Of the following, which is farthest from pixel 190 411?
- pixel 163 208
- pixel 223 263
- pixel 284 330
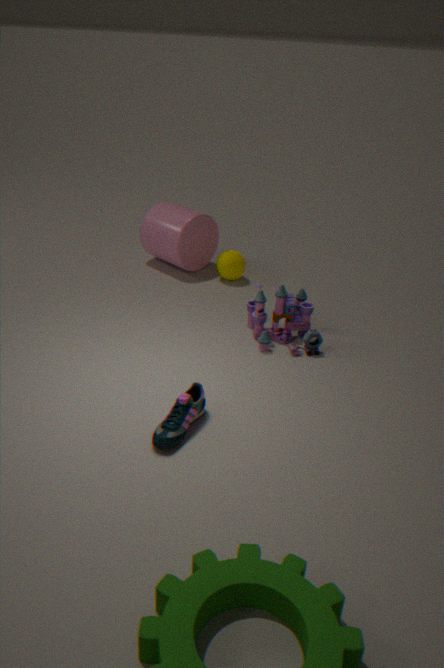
pixel 163 208
